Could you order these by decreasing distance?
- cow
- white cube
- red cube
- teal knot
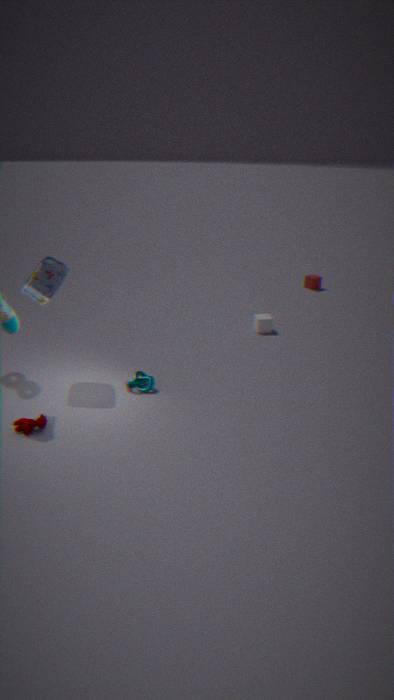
red cube < white cube < teal knot < cow
